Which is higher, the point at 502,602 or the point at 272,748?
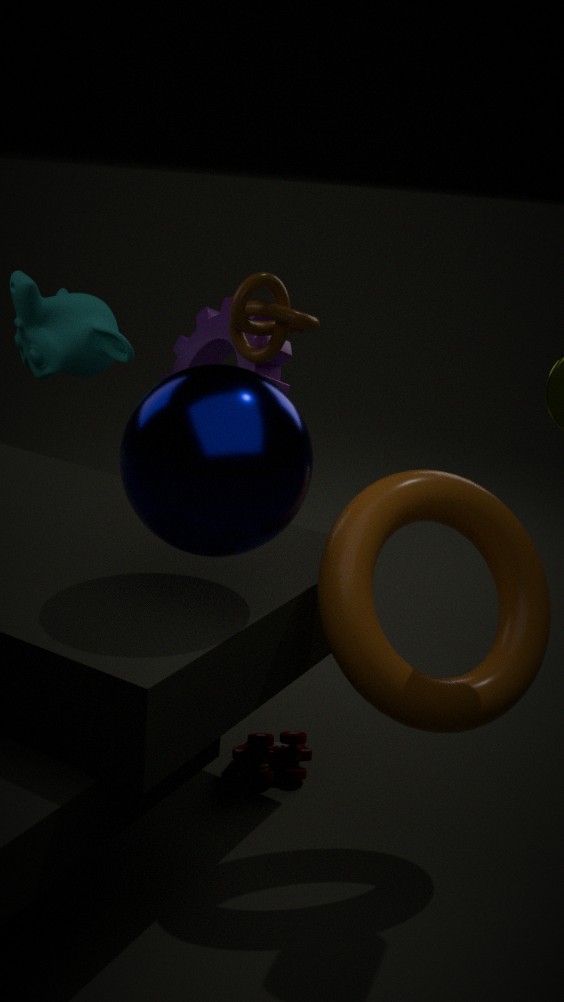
the point at 502,602
